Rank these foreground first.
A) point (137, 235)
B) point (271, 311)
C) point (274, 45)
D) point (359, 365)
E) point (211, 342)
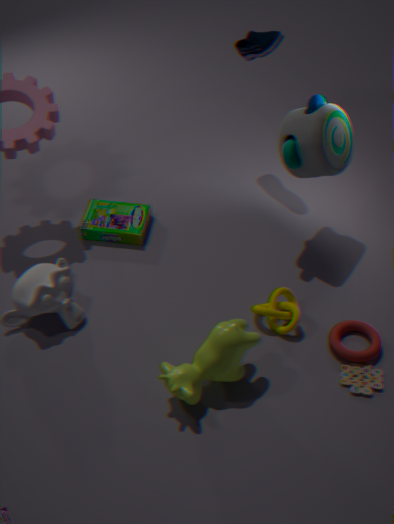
point (211, 342) < point (359, 365) < point (271, 311) < point (274, 45) < point (137, 235)
